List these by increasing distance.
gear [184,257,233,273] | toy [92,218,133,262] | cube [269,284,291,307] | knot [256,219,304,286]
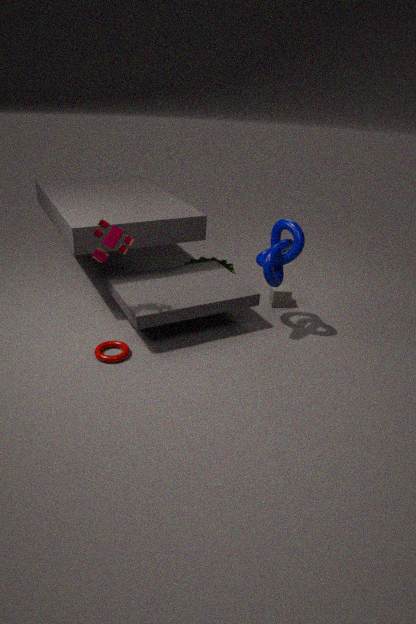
toy [92,218,133,262], knot [256,219,304,286], cube [269,284,291,307], gear [184,257,233,273]
